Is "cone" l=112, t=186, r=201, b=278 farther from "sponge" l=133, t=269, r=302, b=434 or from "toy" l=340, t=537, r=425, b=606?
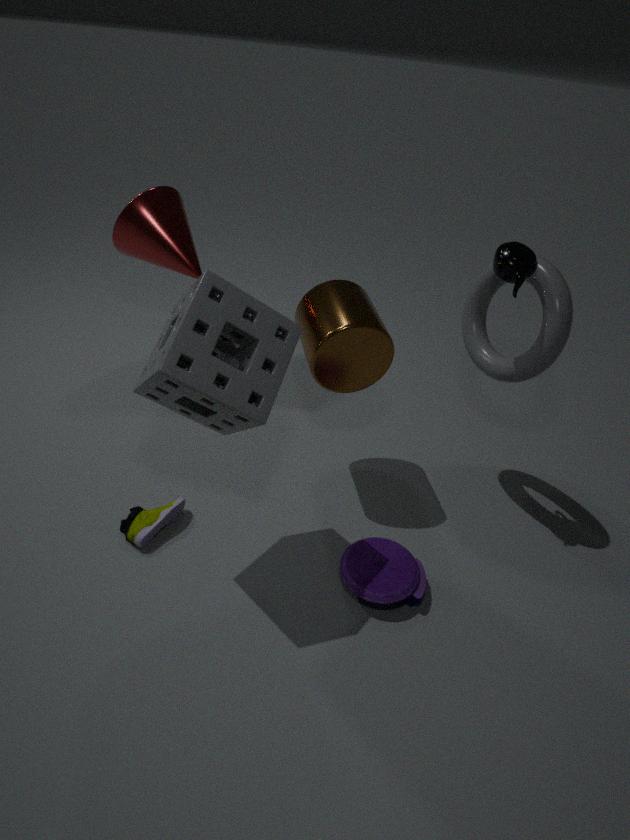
"toy" l=340, t=537, r=425, b=606
